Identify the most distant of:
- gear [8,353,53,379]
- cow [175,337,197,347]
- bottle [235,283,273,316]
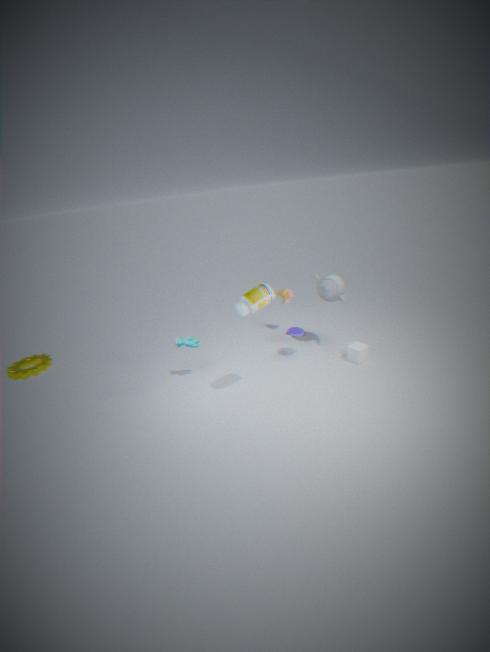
gear [8,353,53,379]
